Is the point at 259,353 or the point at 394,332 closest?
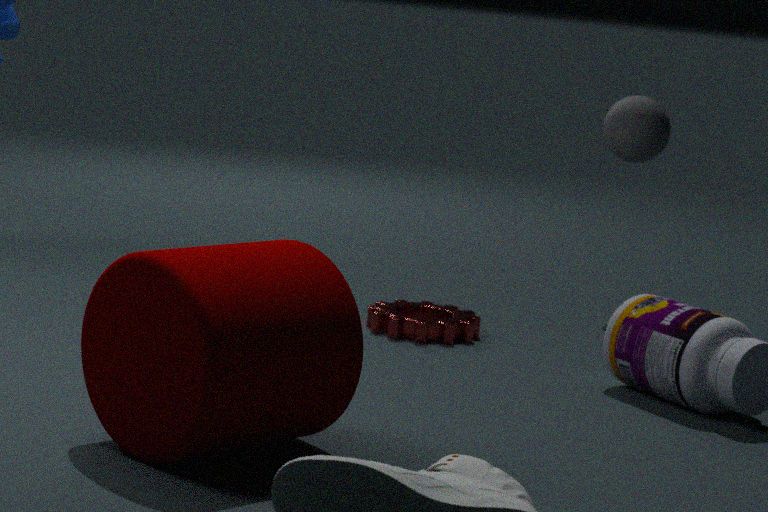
the point at 259,353
